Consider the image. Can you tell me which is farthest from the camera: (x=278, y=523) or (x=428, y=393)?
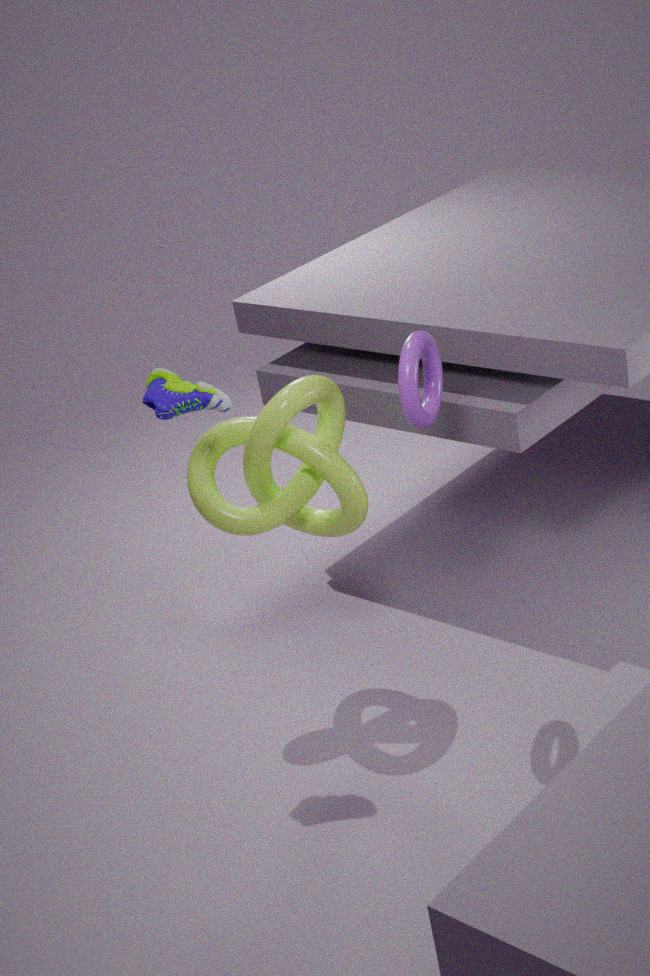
(x=278, y=523)
